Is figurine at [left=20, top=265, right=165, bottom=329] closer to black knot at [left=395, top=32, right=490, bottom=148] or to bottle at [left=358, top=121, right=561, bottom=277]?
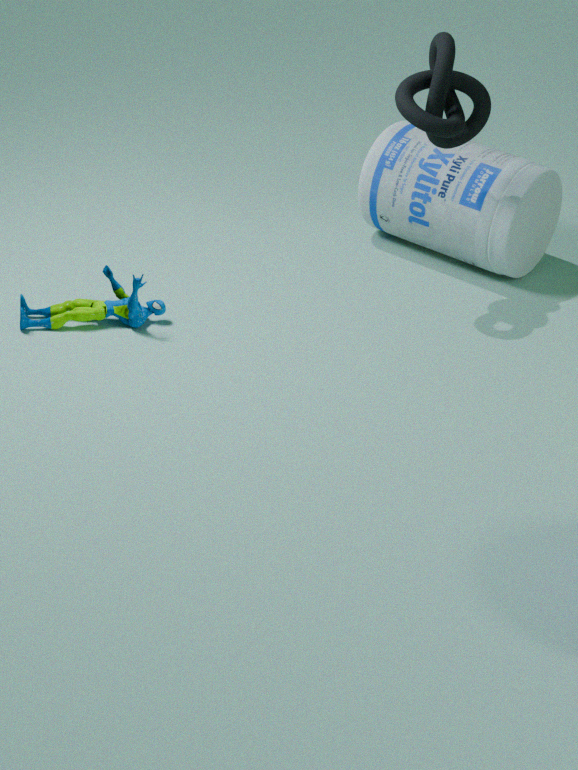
bottle at [left=358, top=121, right=561, bottom=277]
